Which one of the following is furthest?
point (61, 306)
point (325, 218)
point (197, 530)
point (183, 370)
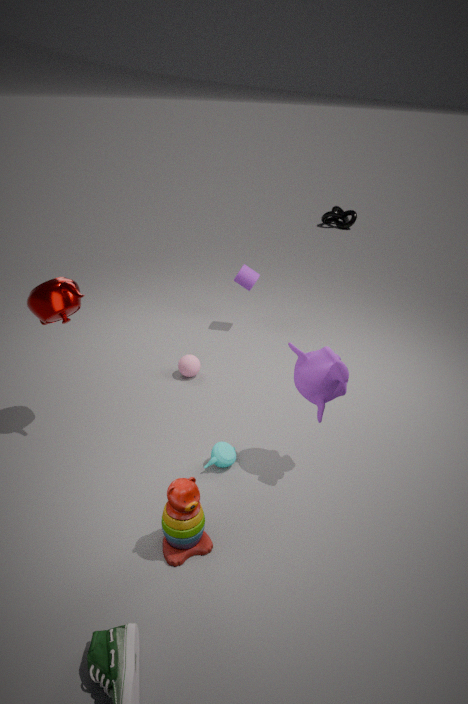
point (325, 218)
